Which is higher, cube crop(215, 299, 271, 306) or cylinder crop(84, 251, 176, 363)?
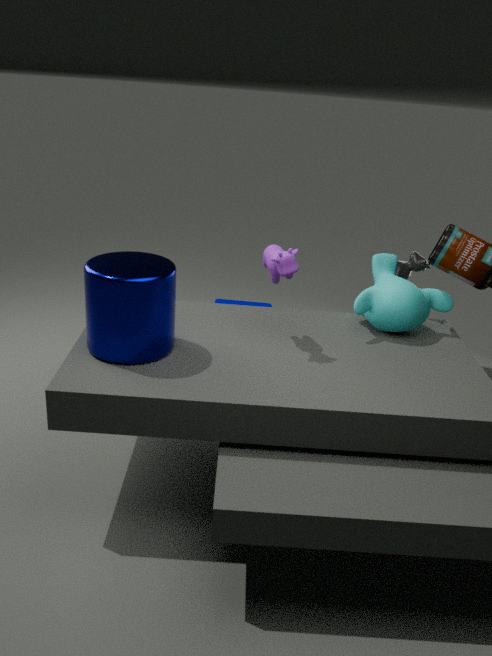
cylinder crop(84, 251, 176, 363)
